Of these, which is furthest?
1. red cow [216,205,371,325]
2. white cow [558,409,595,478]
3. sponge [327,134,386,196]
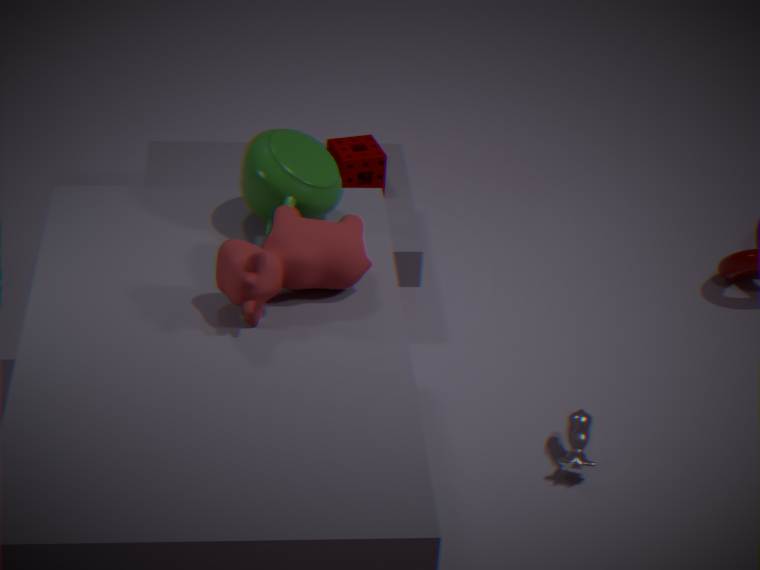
sponge [327,134,386,196]
